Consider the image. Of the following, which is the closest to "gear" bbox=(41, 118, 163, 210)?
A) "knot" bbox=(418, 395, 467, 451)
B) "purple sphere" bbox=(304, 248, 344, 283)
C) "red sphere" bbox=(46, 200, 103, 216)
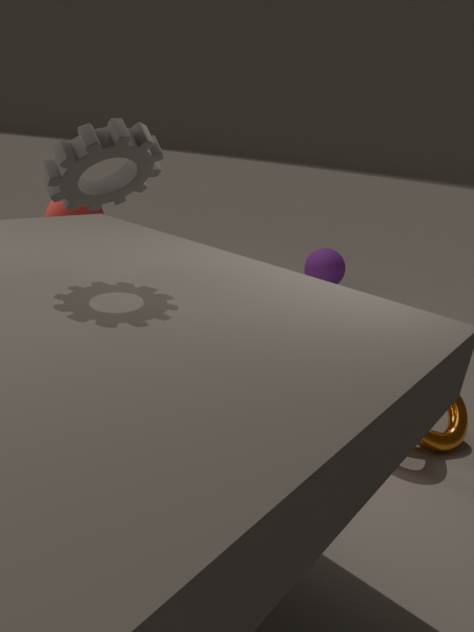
"knot" bbox=(418, 395, 467, 451)
